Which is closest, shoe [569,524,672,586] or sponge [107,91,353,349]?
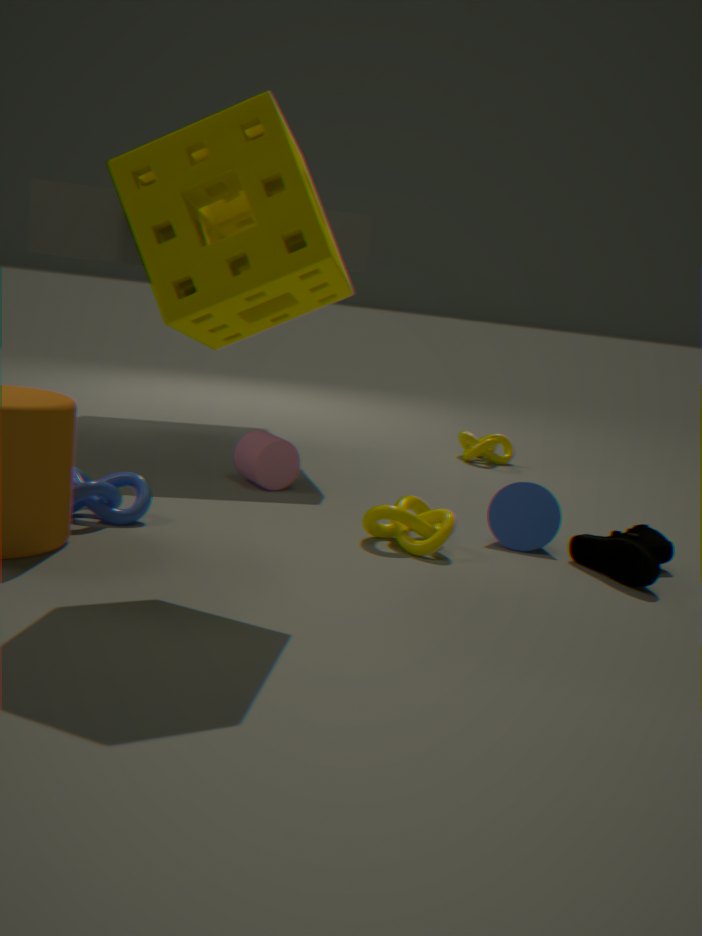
sponge [107,91,353,349]
